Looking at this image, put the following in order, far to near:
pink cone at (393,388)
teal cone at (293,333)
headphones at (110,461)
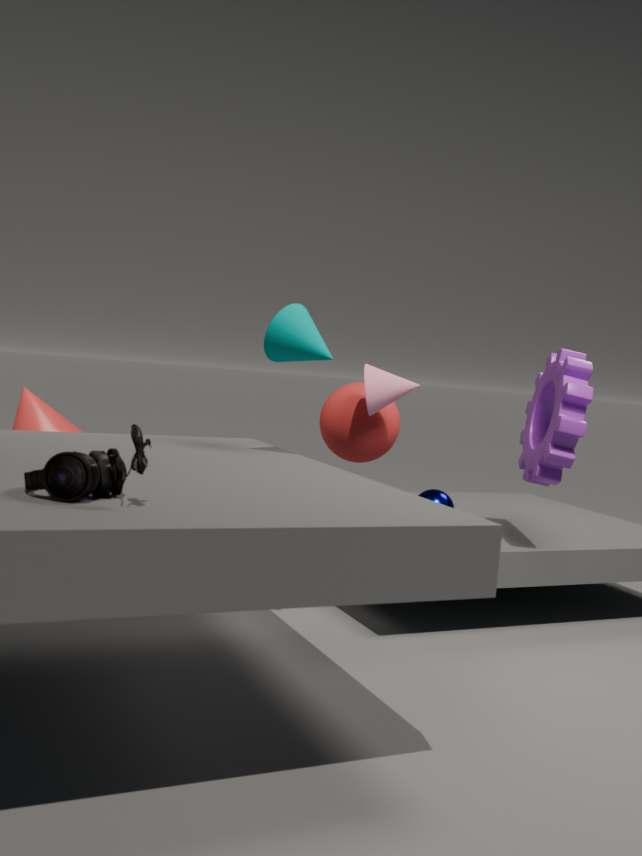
pink cone at (393,388) → teal cone at (293,333) → headphones at (110,461)
